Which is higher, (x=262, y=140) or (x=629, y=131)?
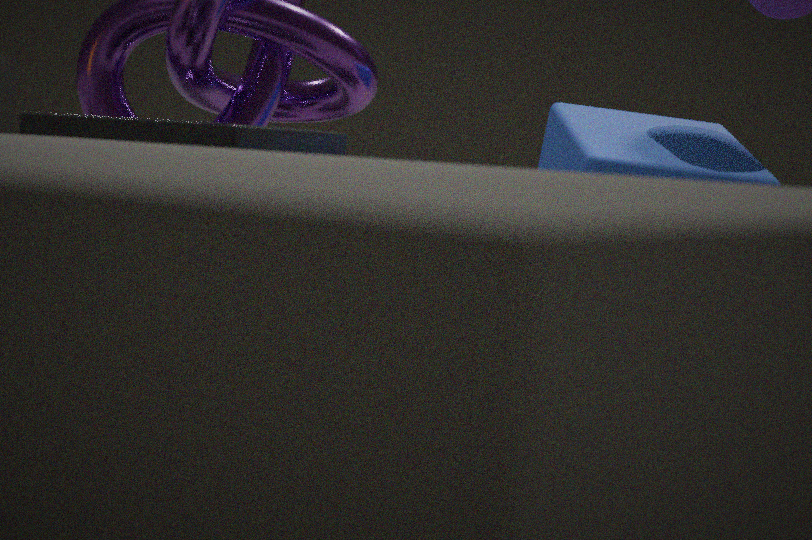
(x=629, y=131)
